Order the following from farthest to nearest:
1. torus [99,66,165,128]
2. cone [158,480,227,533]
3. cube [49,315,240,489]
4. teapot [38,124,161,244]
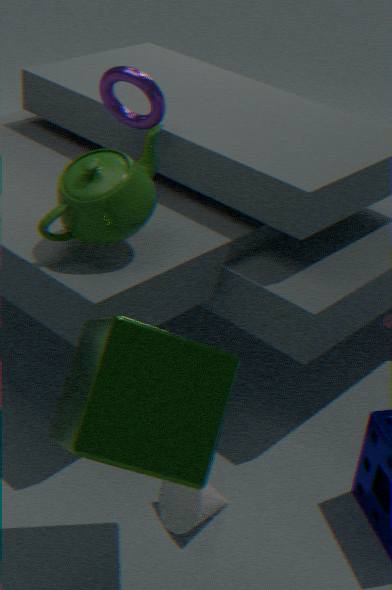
torus [99,66,165,128], teapot [38,124,161,244], cone [158,480,227,533], cube [49,315,240,489]
